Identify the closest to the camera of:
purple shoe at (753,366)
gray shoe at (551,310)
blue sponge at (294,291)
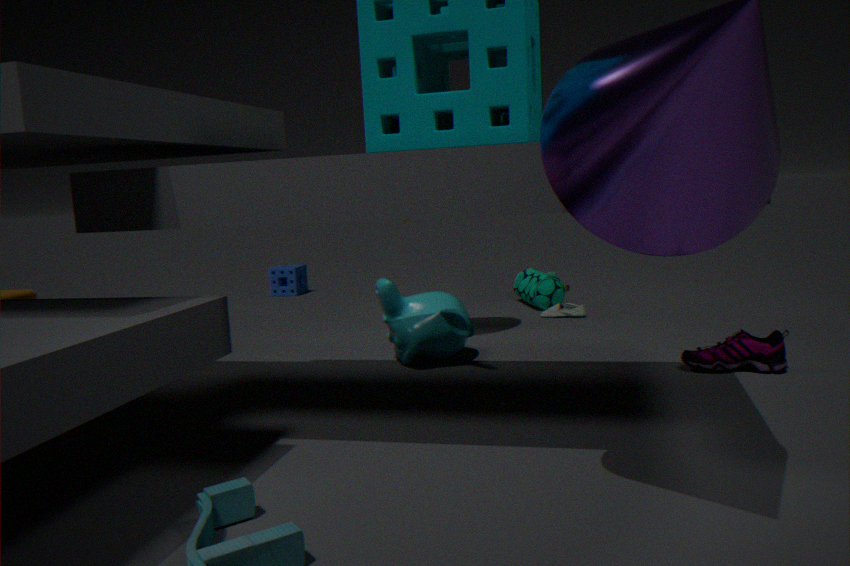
purple shoe at (753,366)
